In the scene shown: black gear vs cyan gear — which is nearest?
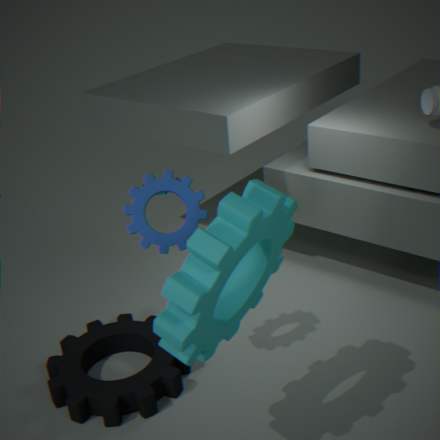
cyan gear
